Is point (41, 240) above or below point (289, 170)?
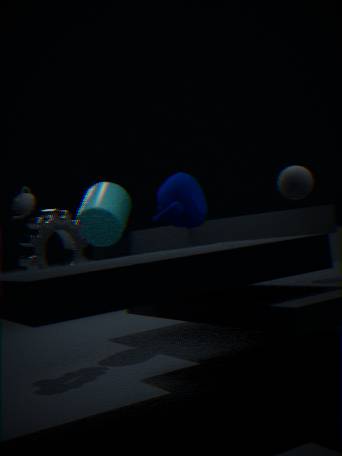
below
